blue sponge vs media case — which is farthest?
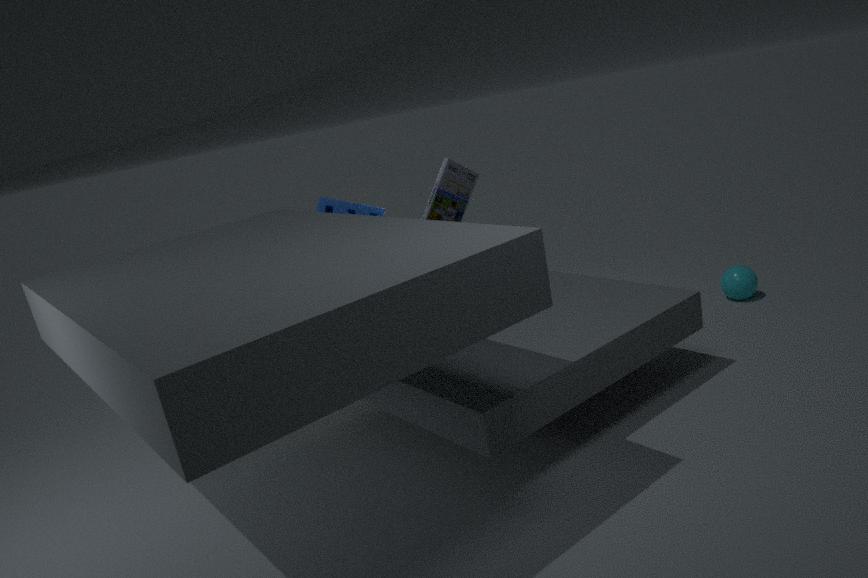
blue sponge
